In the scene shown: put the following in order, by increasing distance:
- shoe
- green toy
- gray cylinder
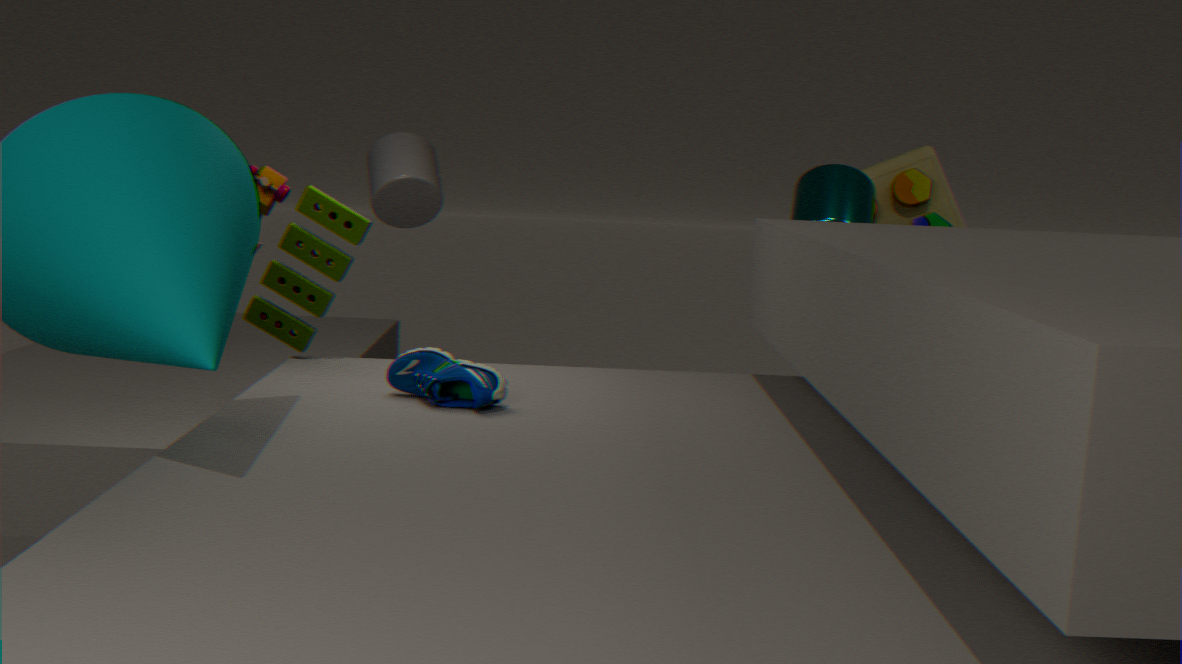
shoe
green toy
gray cylinder
